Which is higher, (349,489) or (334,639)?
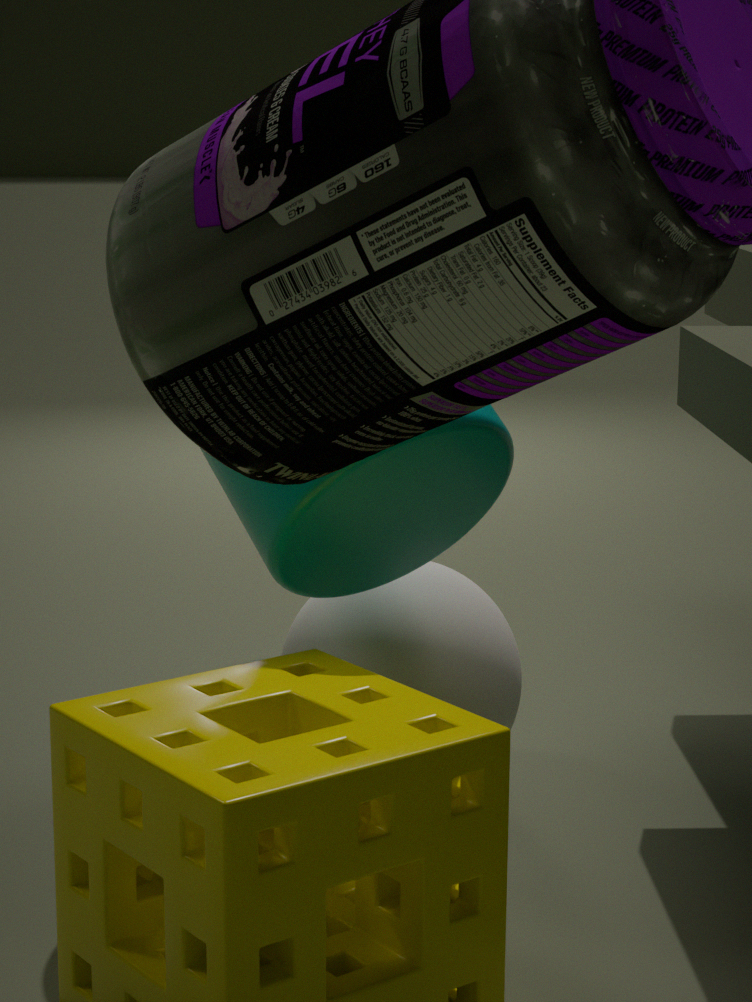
(349,489)
